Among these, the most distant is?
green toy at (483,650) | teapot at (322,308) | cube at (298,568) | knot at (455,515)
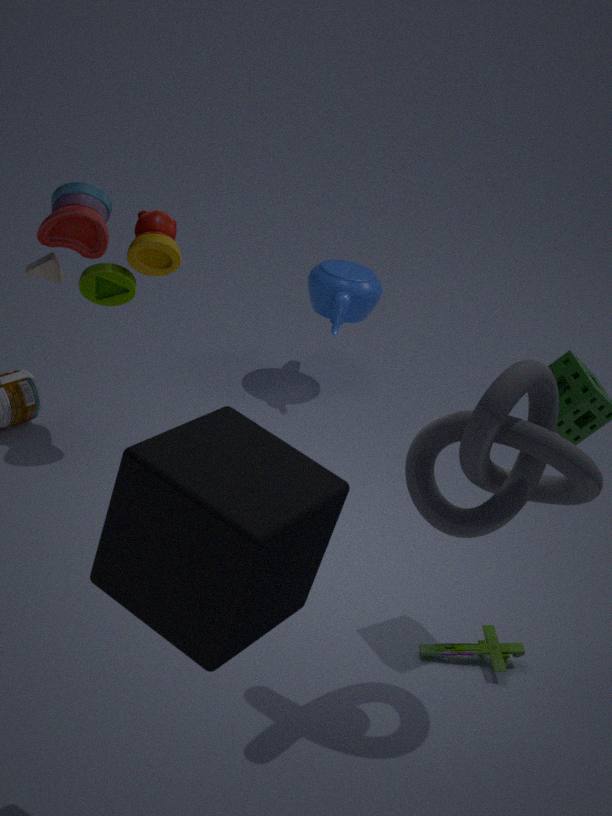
teapot at (322,308)
